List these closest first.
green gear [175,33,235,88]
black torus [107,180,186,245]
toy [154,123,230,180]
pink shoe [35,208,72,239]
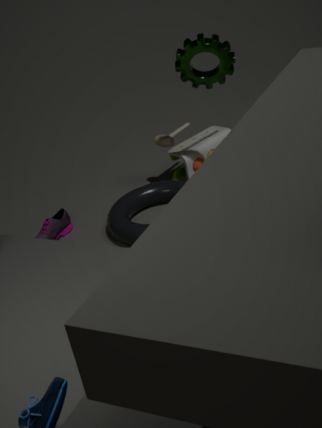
green gear [175,33,235,88] < black torus [107,180,186,245] < pink shoe [35,208,72,239] < toy [154,123,230,180]
